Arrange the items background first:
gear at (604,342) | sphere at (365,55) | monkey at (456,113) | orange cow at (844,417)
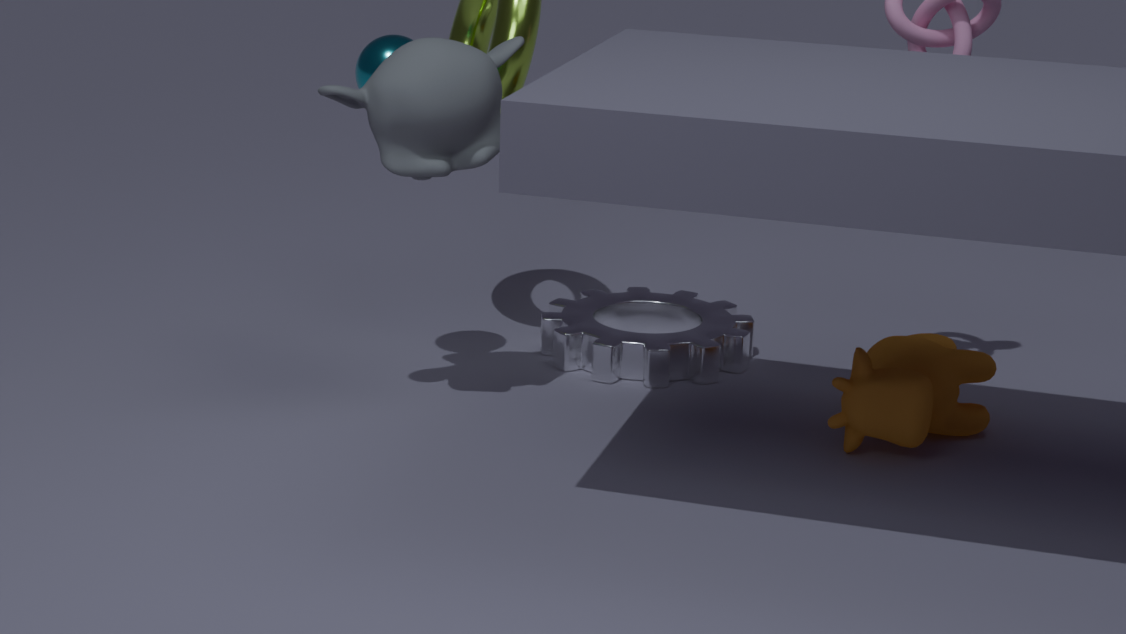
gear at (604,342) → sphere at (365,55) → orange cow at (844,417) → monkey at (456,113)
